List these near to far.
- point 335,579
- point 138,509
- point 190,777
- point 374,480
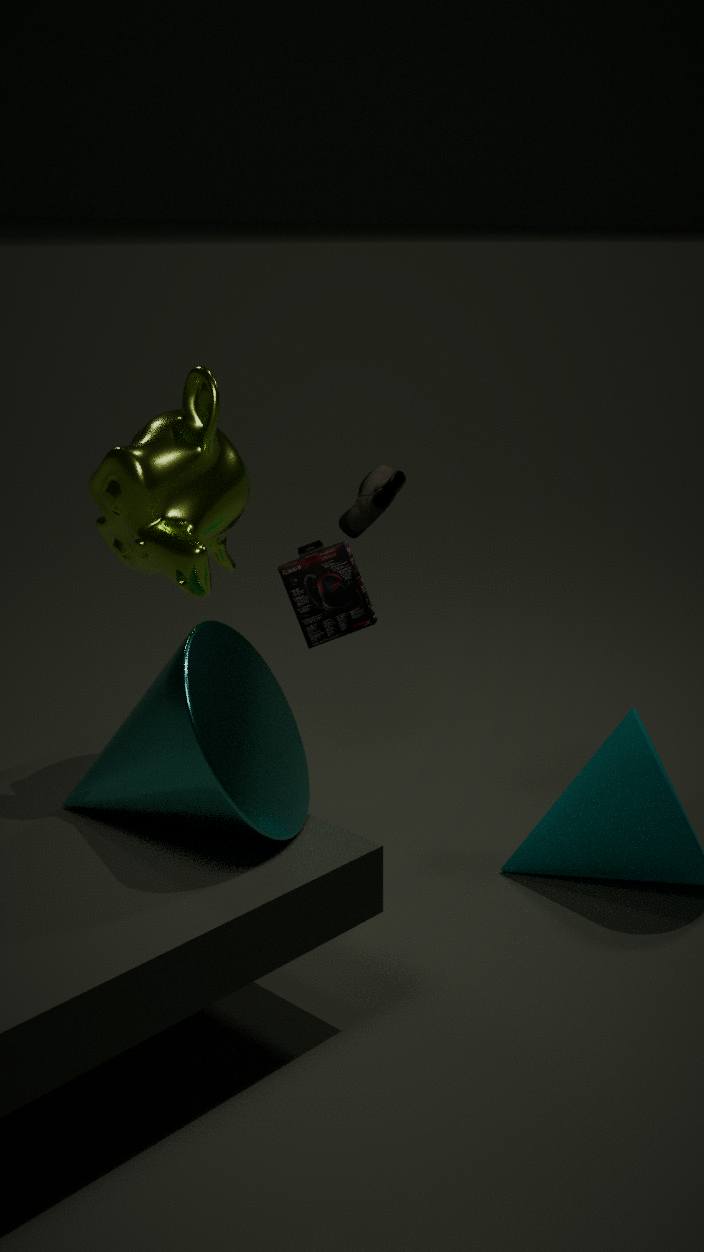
1. point 190,777
2. point 138,509
3. point 335,579
4. point 374,480
